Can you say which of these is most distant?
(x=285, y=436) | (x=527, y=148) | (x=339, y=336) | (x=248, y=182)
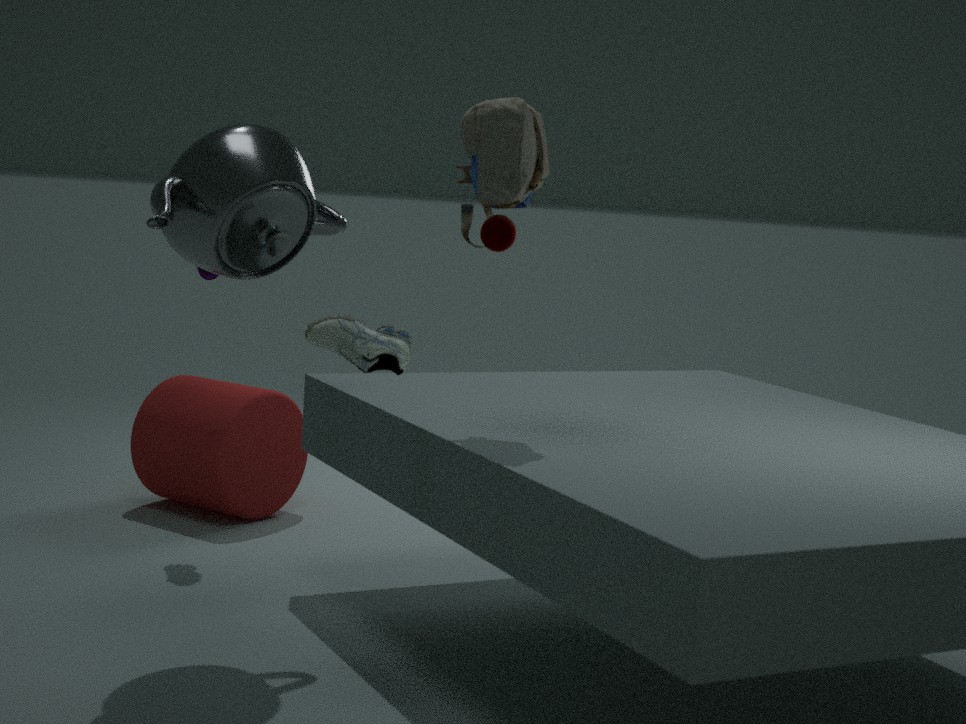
(x=285, y=436)
